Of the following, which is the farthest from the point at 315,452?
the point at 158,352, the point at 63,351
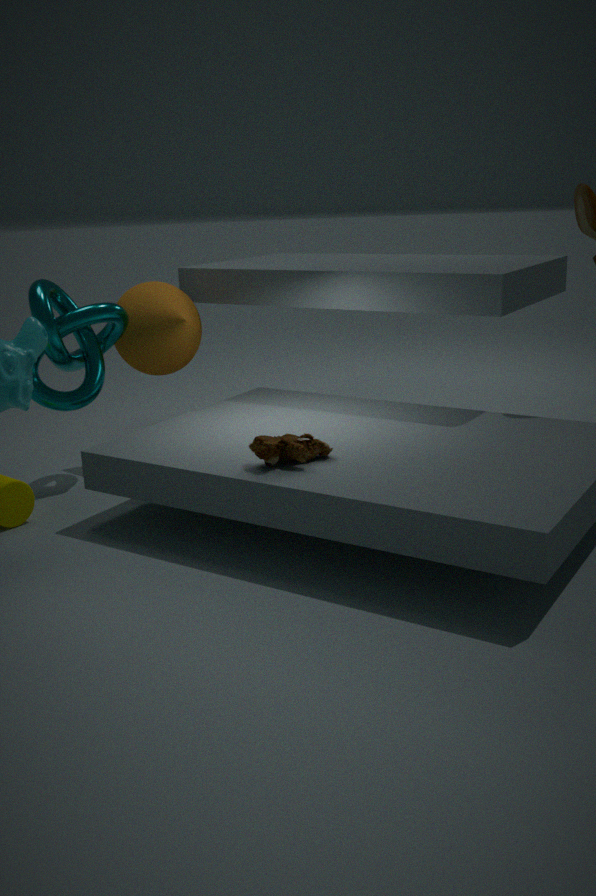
the point at 158,352
